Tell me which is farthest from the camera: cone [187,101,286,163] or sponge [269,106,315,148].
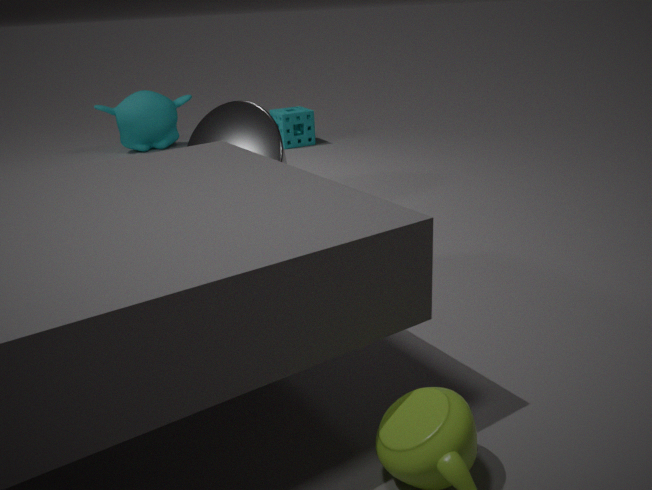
sponge [269,106,315,148]
